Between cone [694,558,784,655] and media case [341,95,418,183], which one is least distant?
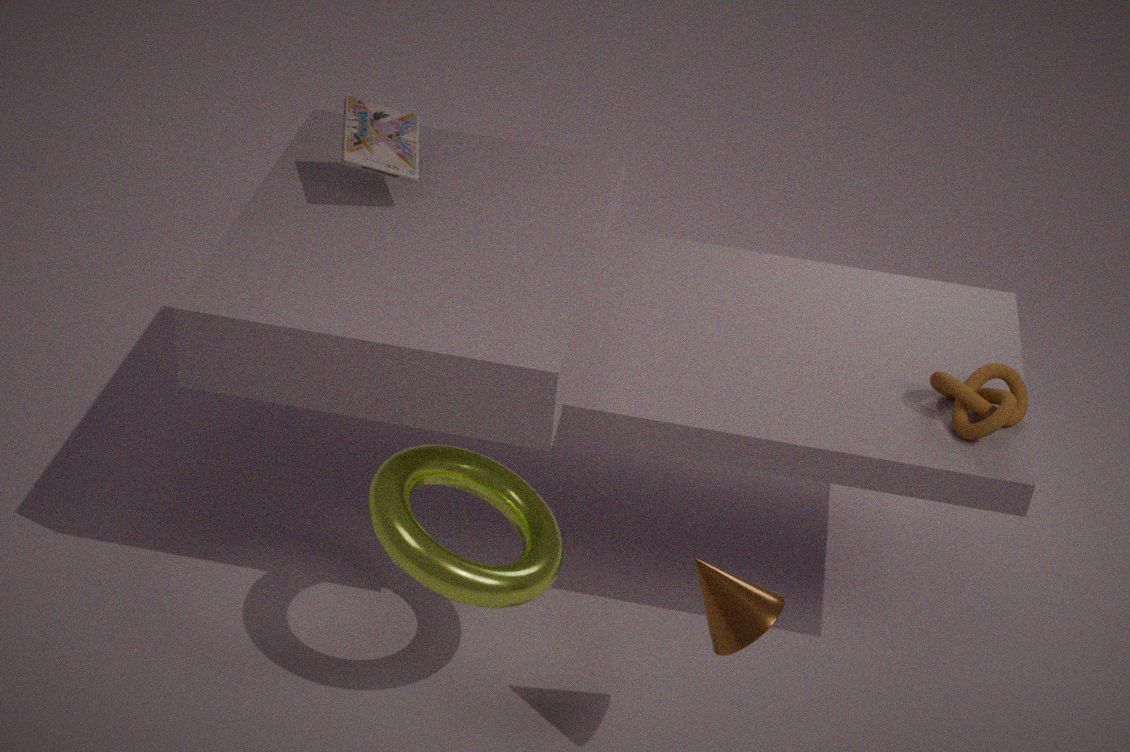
cone [694,558,784,655]
